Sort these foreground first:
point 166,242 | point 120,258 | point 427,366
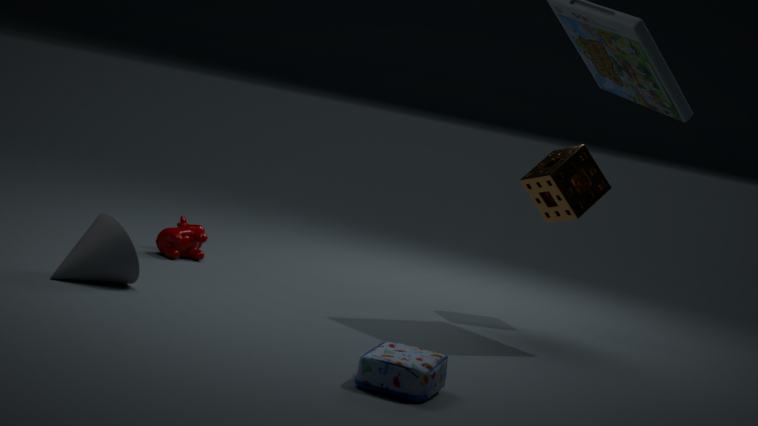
point 427,366 → point 120,258 → point 166,242
